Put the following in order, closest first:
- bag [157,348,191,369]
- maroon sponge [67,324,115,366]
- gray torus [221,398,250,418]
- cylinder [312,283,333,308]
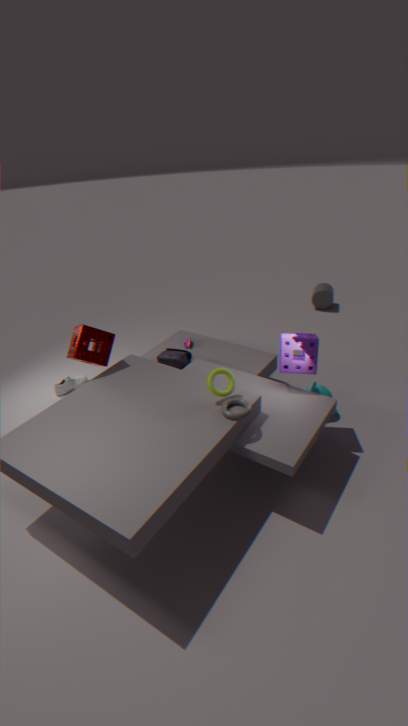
gray torus [221,398,250,418] < maroon sponge [67,324,115,366] < bag [157,348,191,369] < cylinder [312,283,333,308]
